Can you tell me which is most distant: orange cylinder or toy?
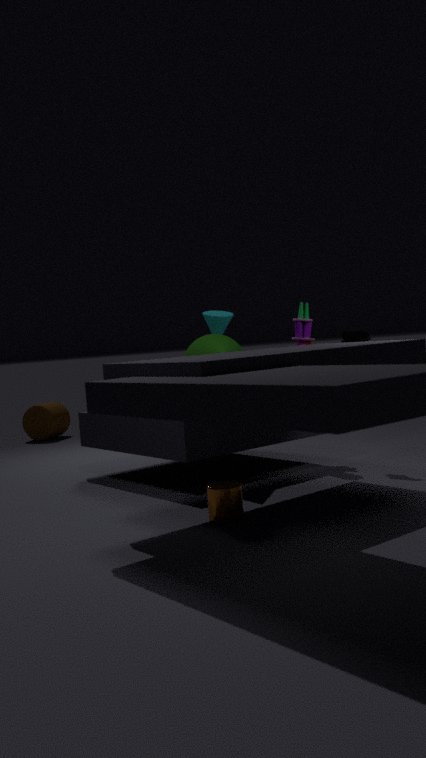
toy
